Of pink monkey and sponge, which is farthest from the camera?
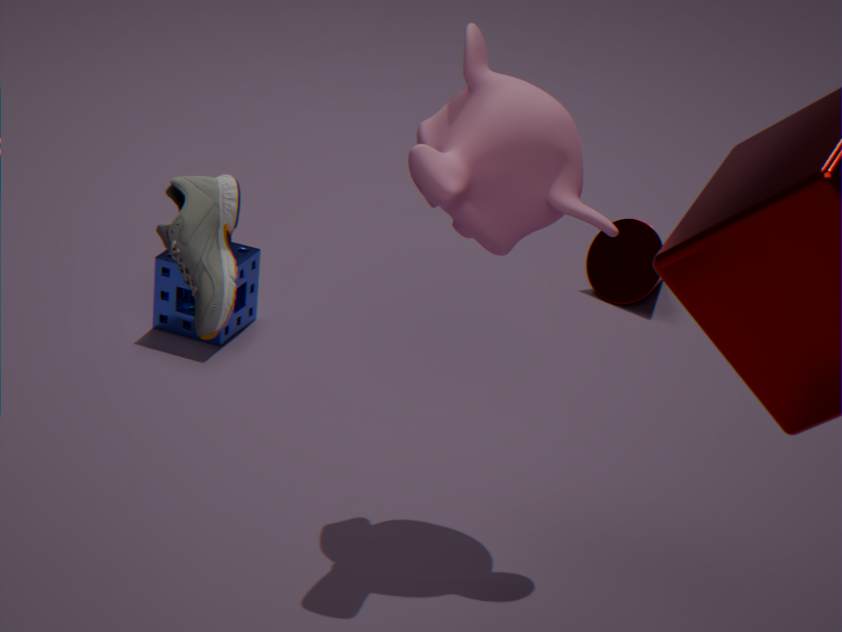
sponge
